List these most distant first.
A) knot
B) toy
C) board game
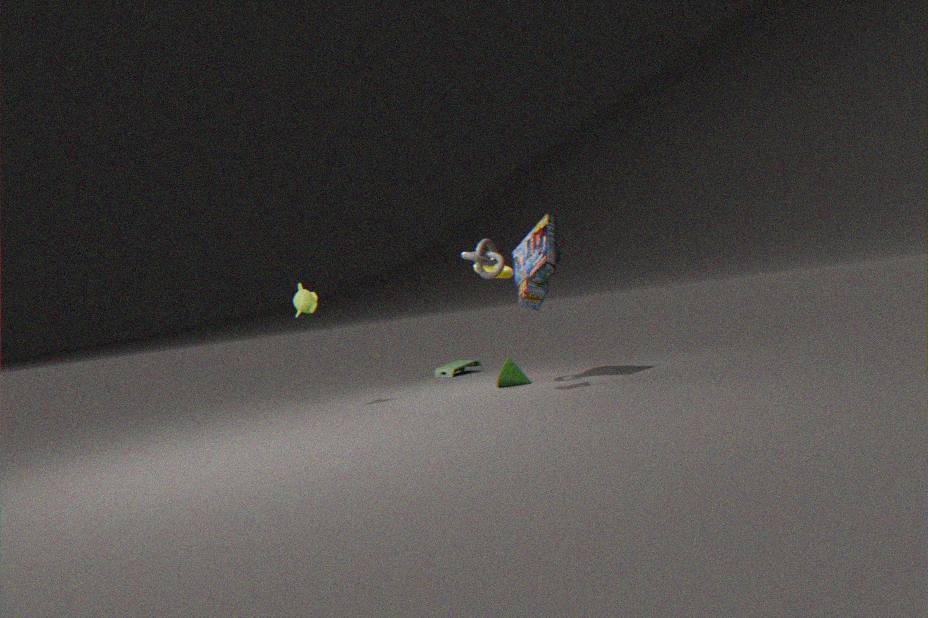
1. toy
2. board game
3. knot
